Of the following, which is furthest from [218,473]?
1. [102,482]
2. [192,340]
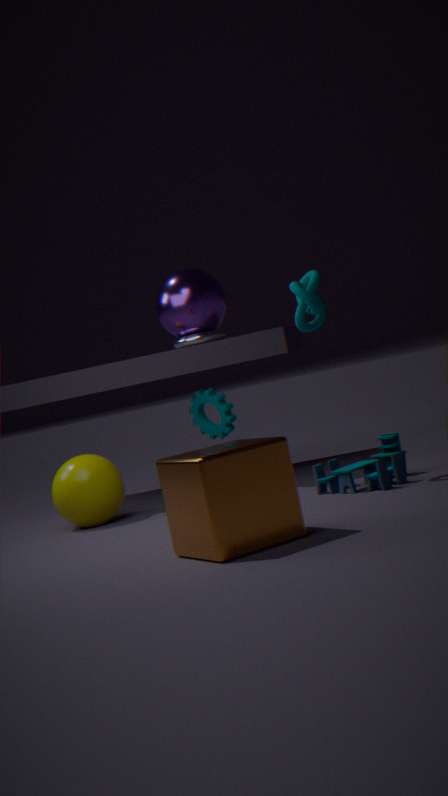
[192,340]
